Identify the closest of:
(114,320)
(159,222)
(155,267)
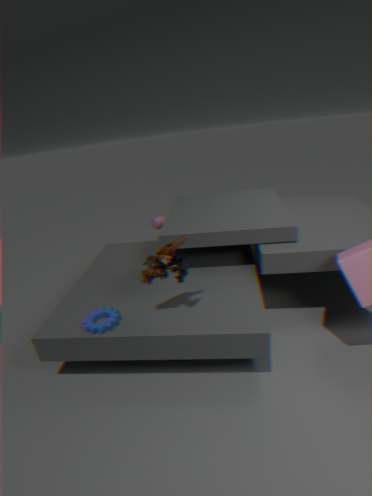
(155,267)
